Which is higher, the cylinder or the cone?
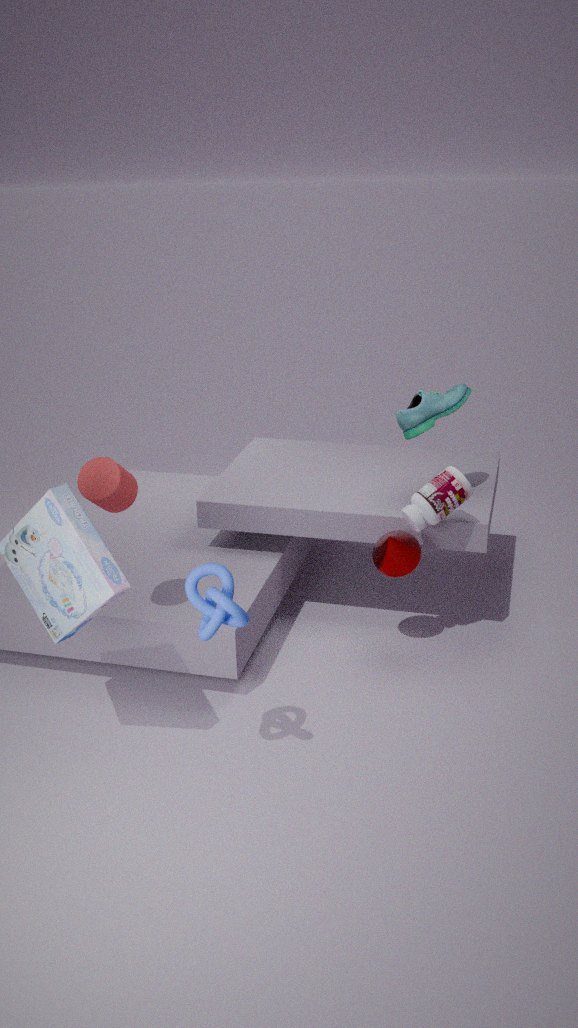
the cylinder
